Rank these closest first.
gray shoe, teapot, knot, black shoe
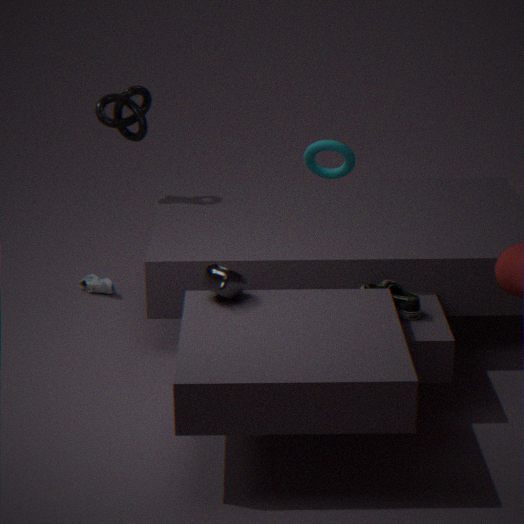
teapot < black shoe < knot < gray shoe
